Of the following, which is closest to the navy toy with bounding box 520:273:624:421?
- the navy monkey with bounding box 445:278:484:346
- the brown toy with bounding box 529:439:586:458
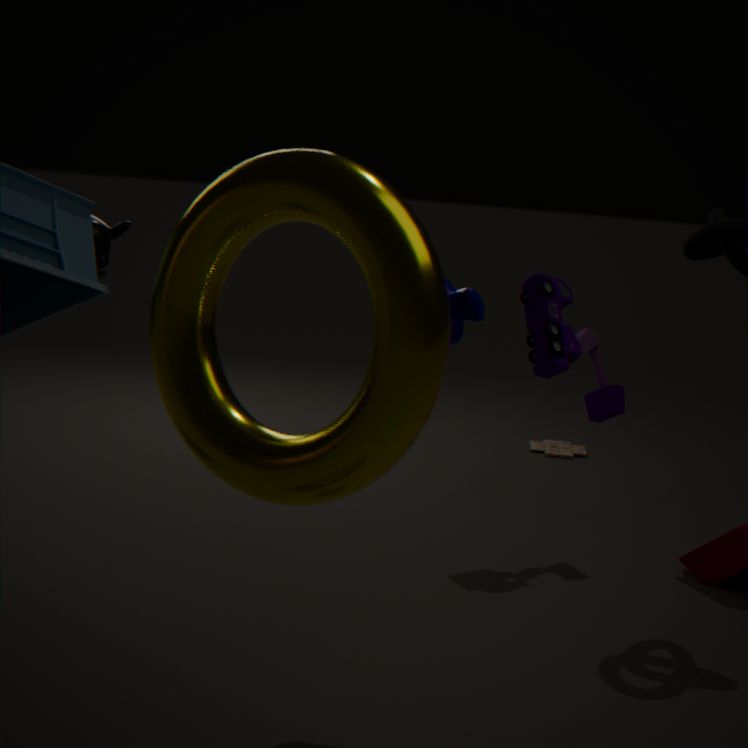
the navy monkey with bounding box 445:278:484:346
